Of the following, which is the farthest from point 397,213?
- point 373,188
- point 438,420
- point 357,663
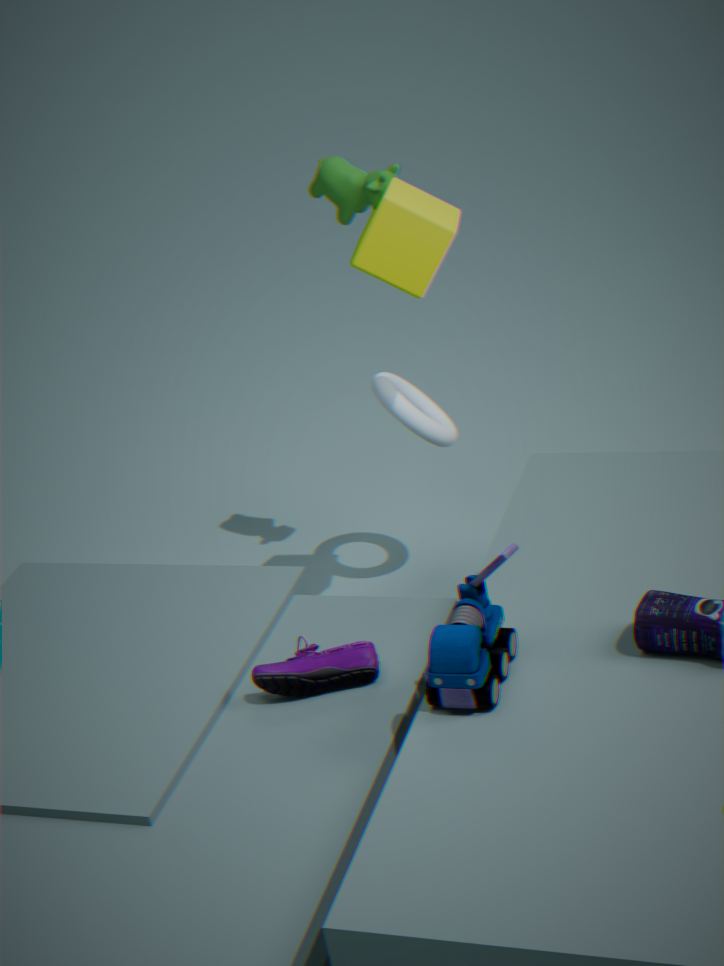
point 357,663
